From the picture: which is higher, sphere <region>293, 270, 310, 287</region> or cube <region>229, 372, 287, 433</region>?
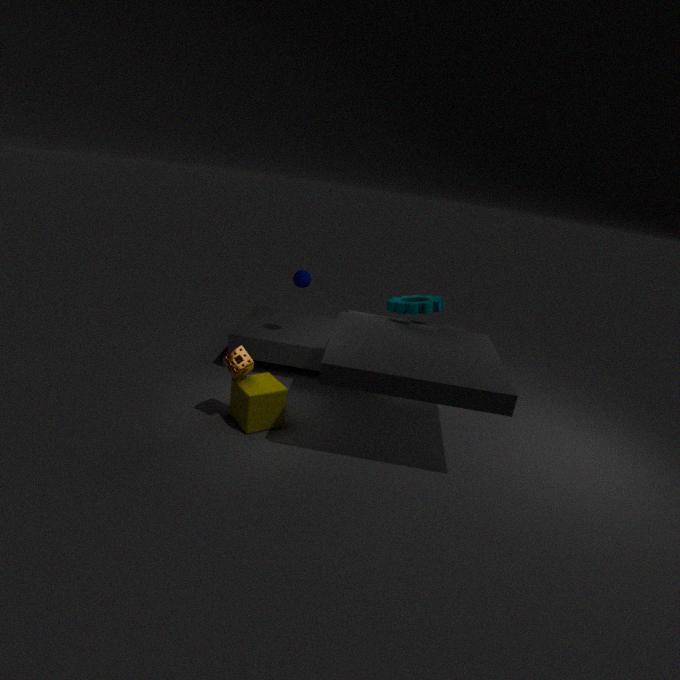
sphere <region>293, 270, 310, 287</region>
